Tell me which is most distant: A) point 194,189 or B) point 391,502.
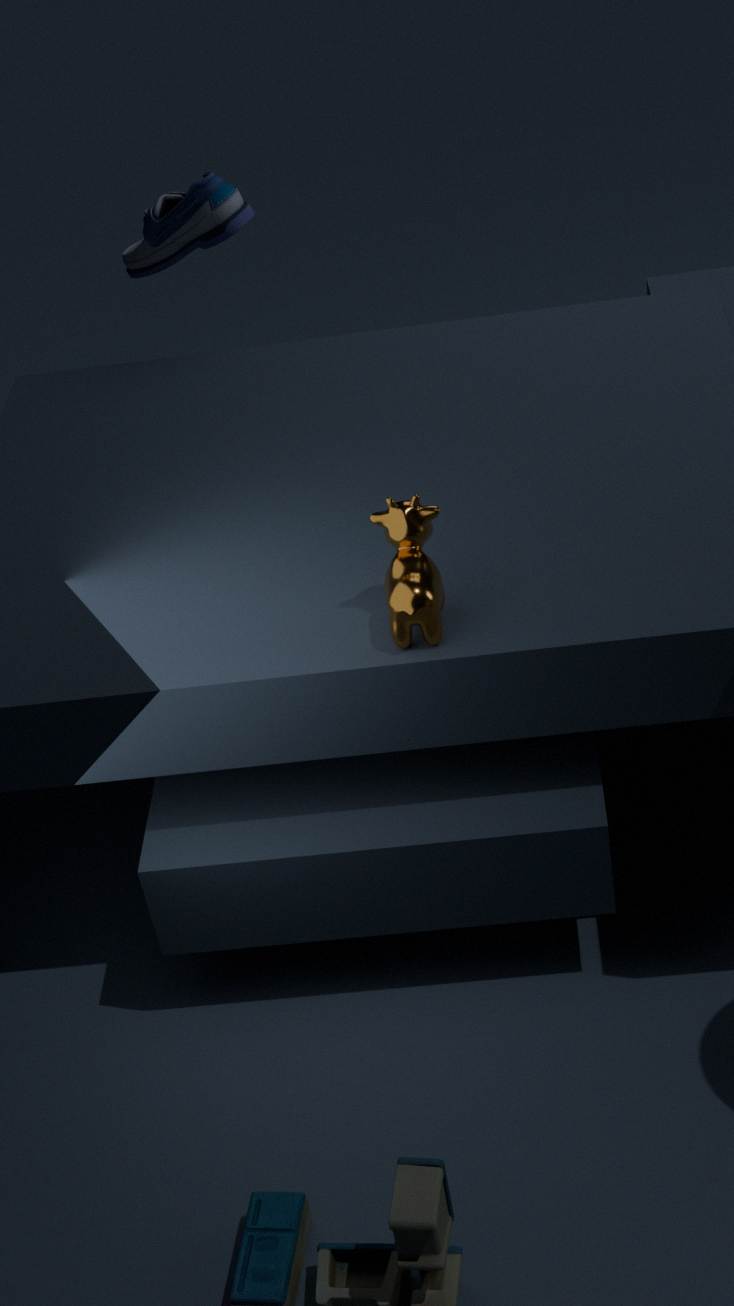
A. point 194,189
